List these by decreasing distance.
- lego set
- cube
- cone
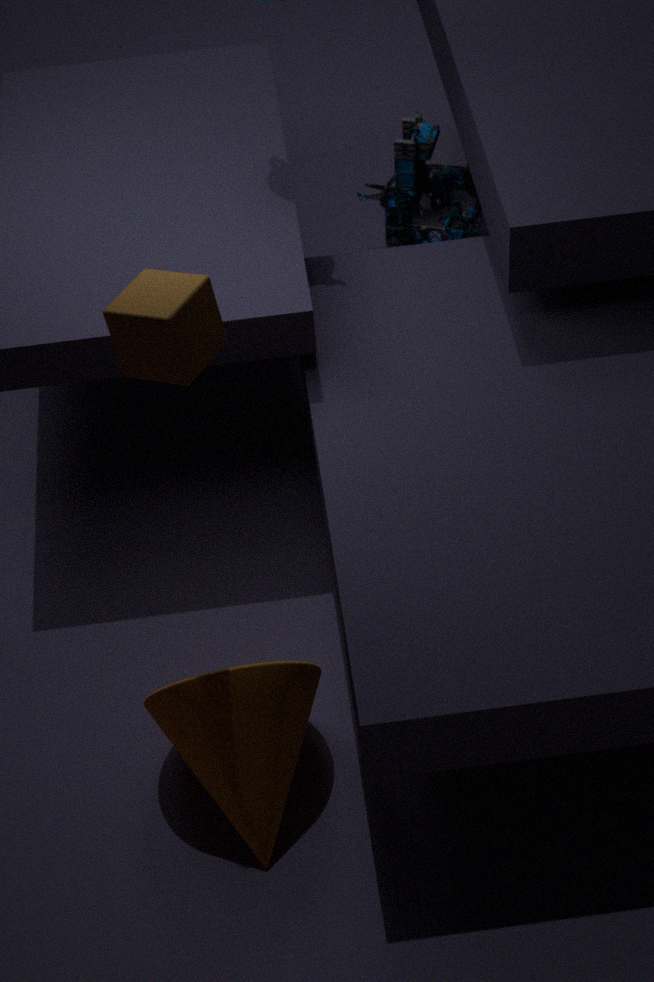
lego set
cone
cube
